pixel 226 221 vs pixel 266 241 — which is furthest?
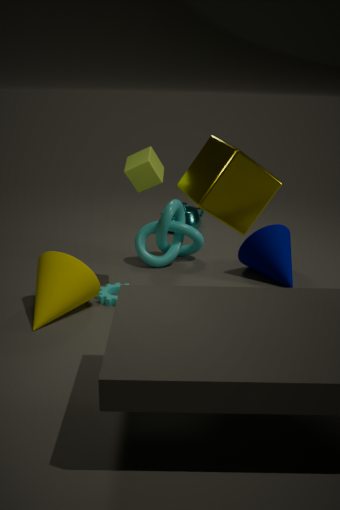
pixel 266 241
